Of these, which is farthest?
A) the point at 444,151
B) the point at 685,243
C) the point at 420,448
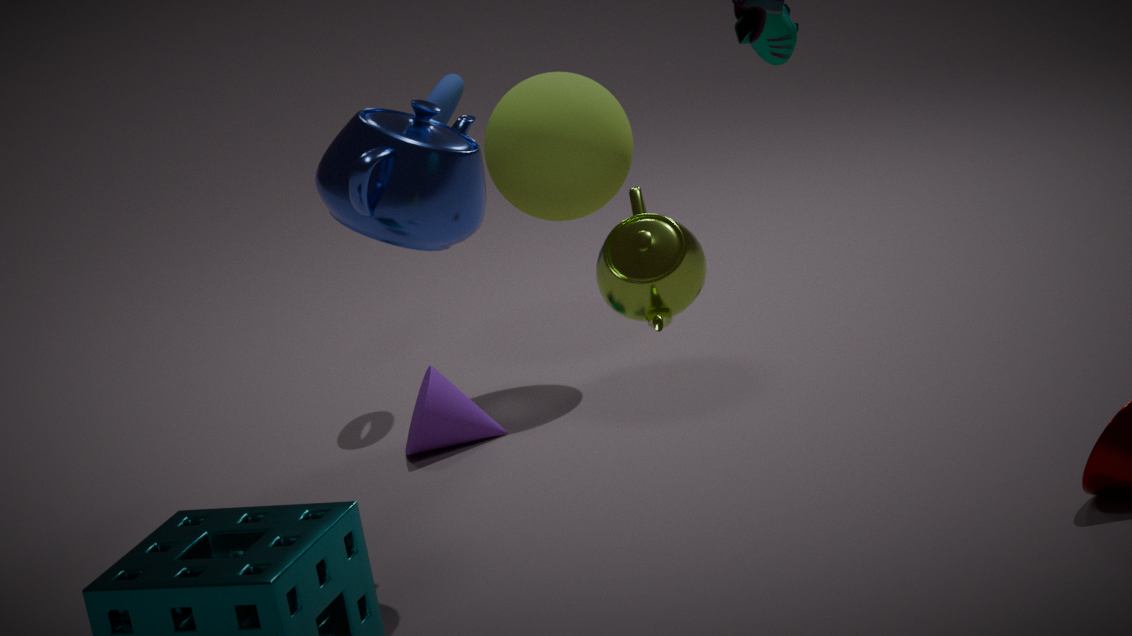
the point at 420,448
